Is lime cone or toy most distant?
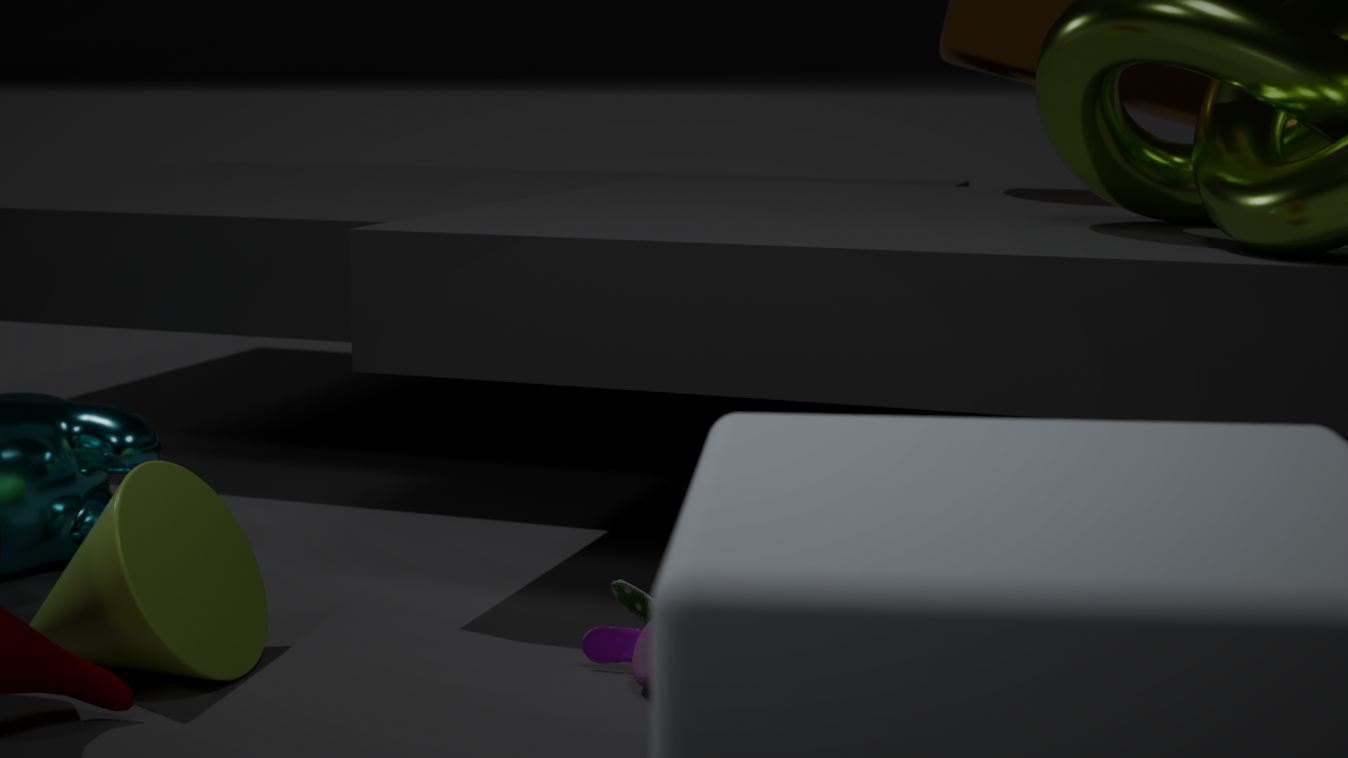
toy
